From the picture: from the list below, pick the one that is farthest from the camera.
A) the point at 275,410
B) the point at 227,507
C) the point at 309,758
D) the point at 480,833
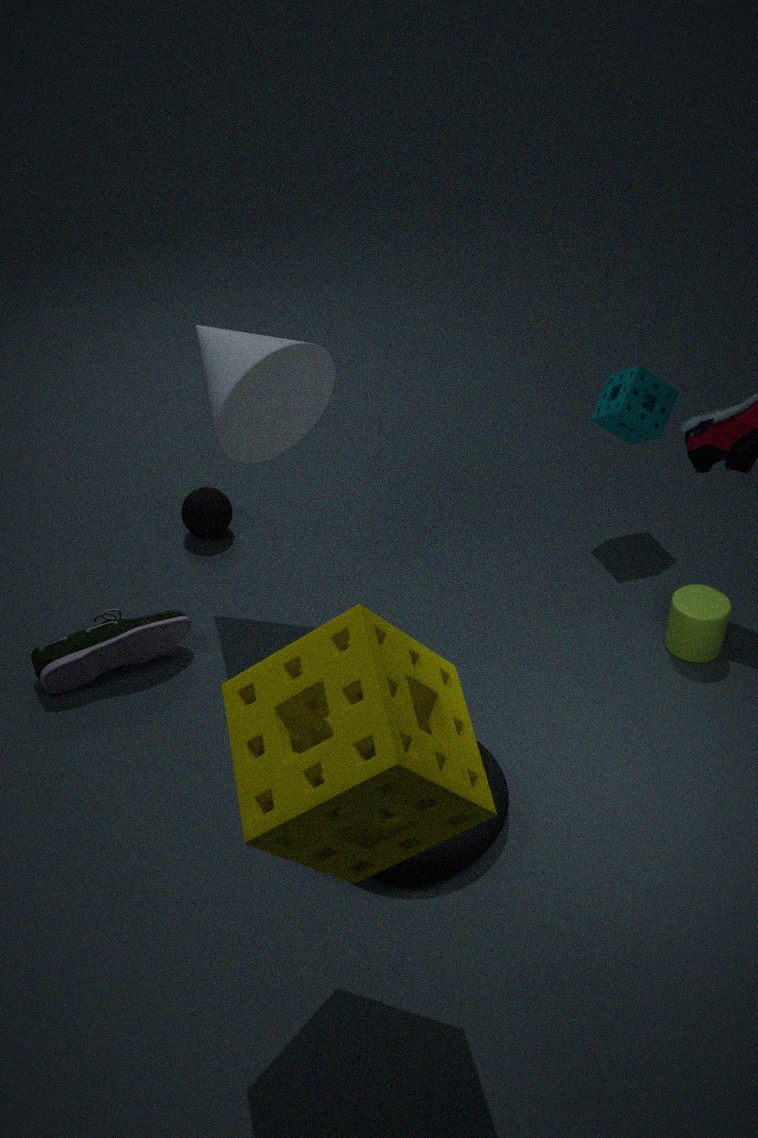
the point at 227,507
